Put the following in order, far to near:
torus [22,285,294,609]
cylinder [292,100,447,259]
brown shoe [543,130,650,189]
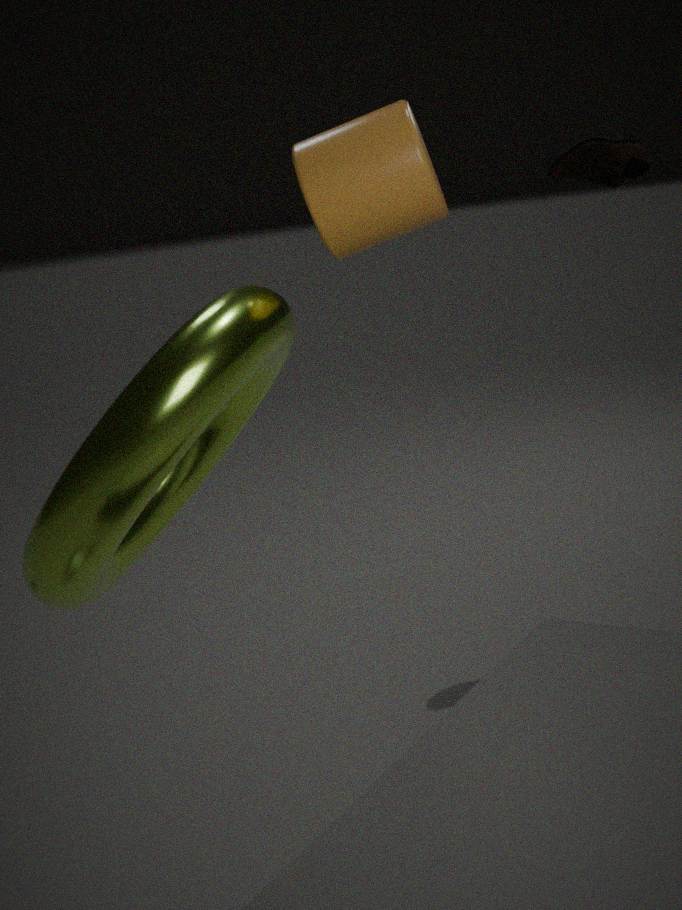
brown shoe [543,130,650,189] → cylinder [292,100,447,259] → torus [22,285,294,609]
